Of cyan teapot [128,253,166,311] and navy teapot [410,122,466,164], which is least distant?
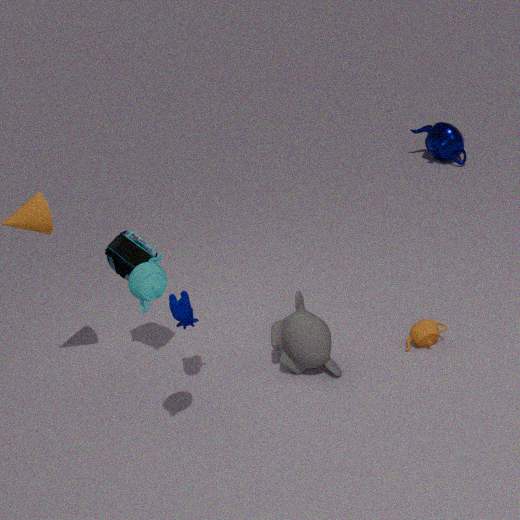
cyan teapot [128,253,166,311]
